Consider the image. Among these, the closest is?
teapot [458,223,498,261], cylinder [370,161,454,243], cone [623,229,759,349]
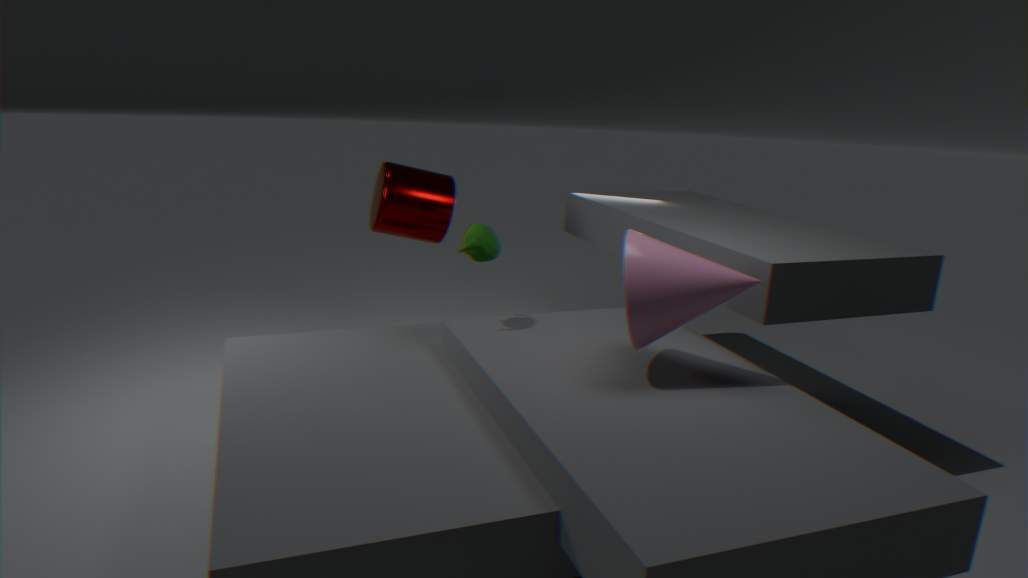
cone [623,229,759,349]
